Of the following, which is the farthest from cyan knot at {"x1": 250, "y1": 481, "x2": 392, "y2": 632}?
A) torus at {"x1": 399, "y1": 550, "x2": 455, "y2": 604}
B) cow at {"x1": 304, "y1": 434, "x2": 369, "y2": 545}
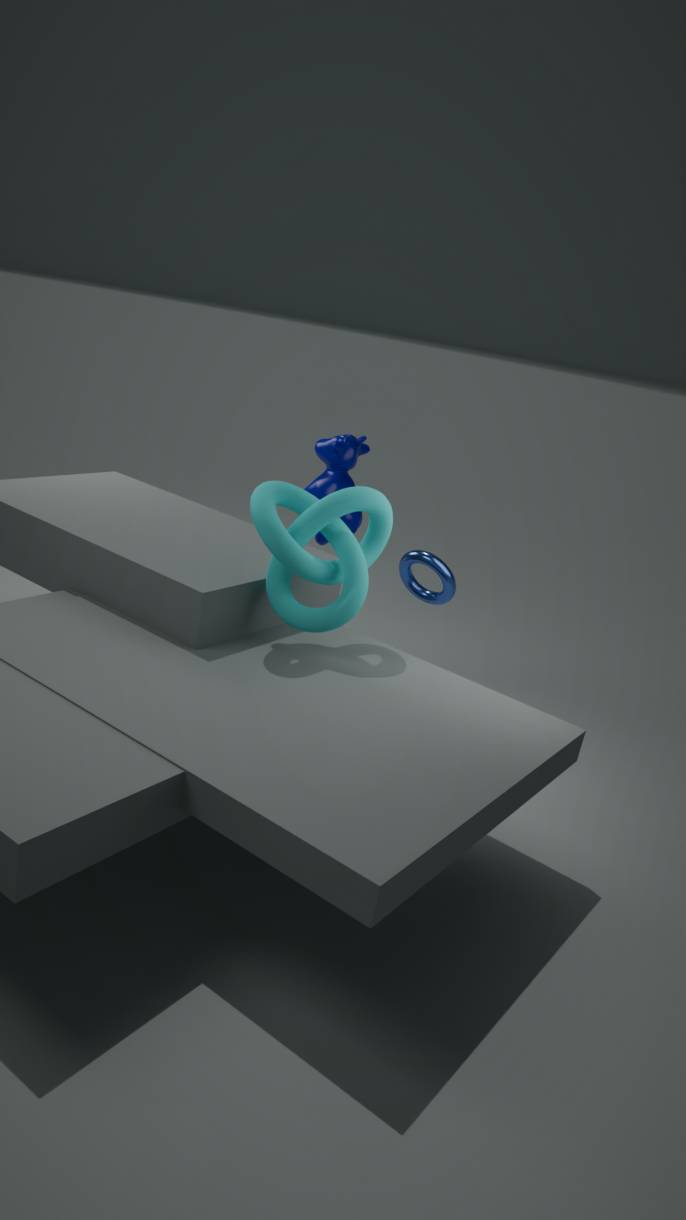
cow at {"x1": 304, "y1": 434, "x2": 369, "y2": 545}
